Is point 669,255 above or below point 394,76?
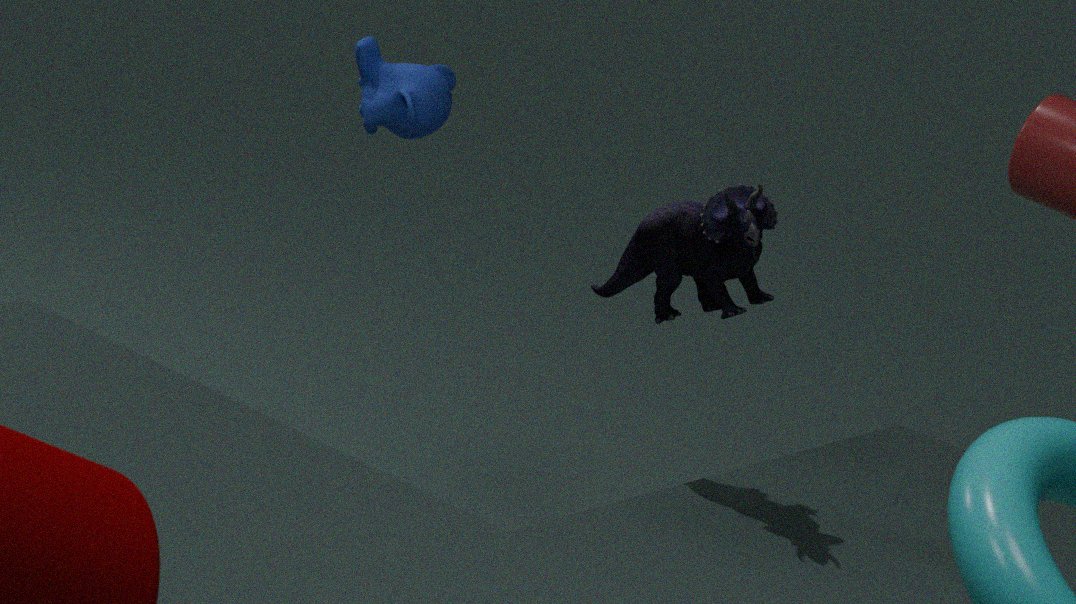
below
